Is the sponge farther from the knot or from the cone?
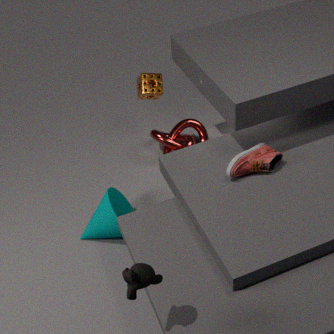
the cone
